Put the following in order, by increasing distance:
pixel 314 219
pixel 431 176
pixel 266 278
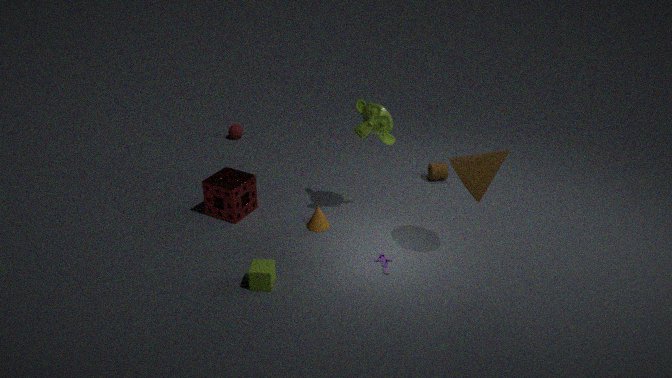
1. pixel 266 278
2. pixel 314 219
3. pixel 431 176
